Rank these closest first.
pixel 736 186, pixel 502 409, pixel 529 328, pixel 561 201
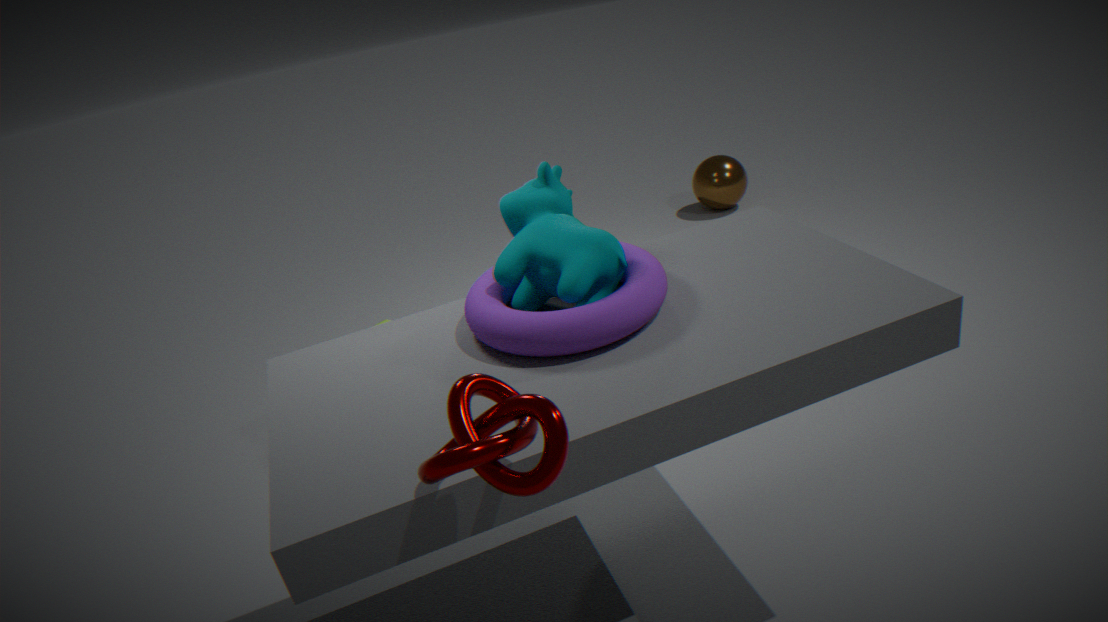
pixel 502 409
pixel 529 328
pixel 561 201
pixel 736 186
